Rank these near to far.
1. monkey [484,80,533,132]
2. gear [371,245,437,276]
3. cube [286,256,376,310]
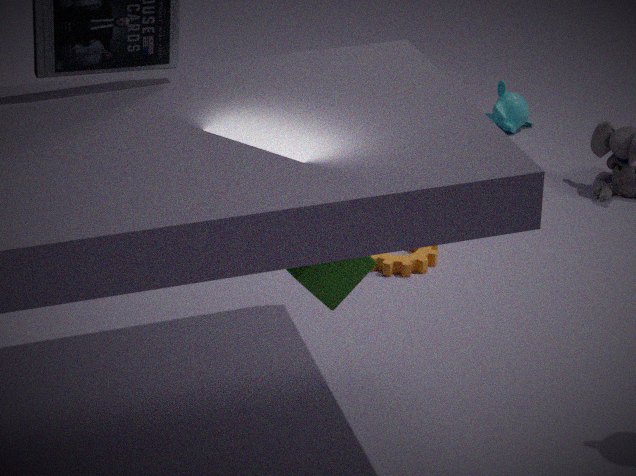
1. cube [286,256,376,310]
2. gear [371,245,437,276]
3. monkey [484,80,533,132]
